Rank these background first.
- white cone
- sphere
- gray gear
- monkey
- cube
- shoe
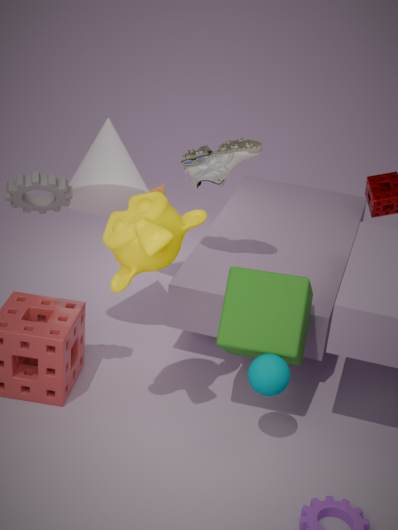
1. shoe
2. white cone
3. cube
4. sphere
5. gray gear
6. monkey
